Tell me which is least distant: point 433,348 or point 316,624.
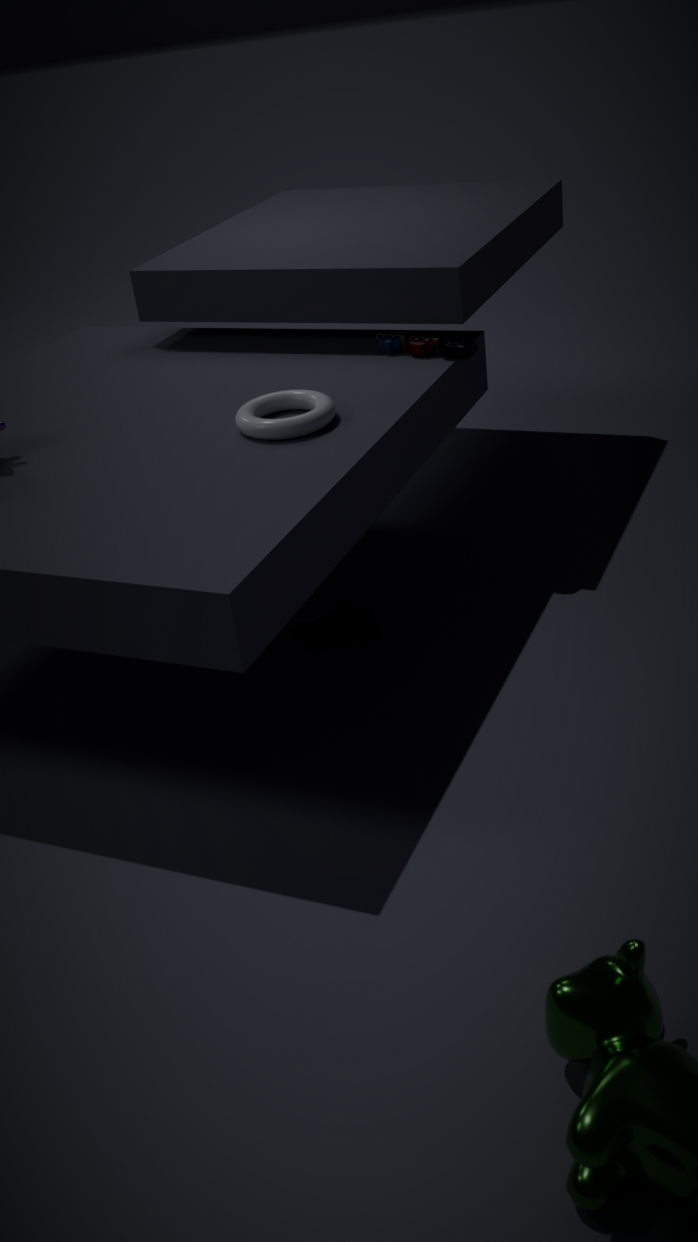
point 316,624
